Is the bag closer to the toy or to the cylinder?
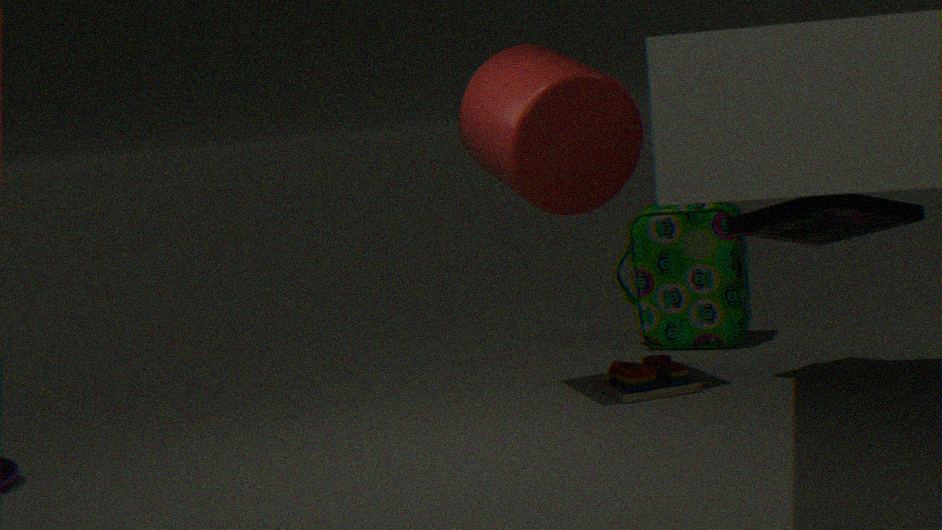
the toy
